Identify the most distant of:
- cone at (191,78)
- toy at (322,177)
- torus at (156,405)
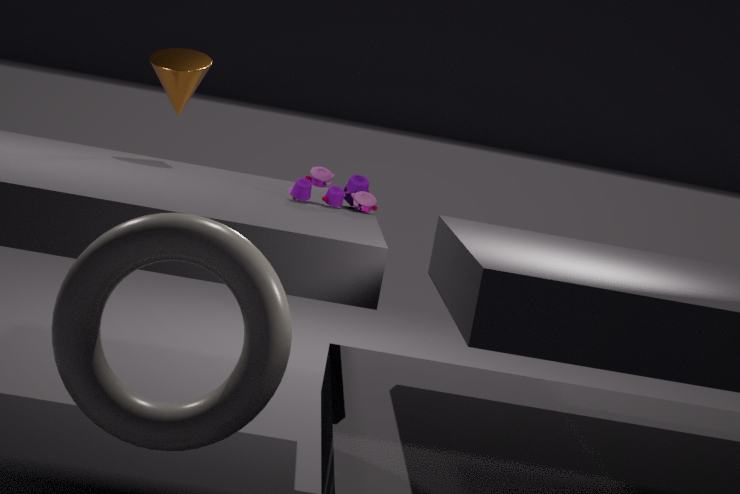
cone at (191,78)
